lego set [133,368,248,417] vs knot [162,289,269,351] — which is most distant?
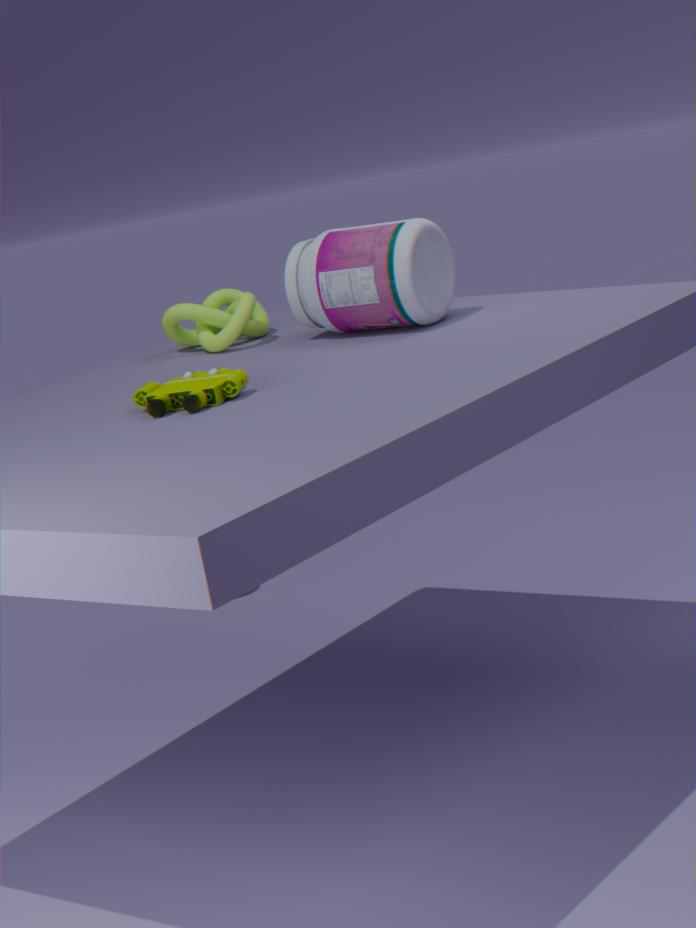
knot [162,289,269,351]
